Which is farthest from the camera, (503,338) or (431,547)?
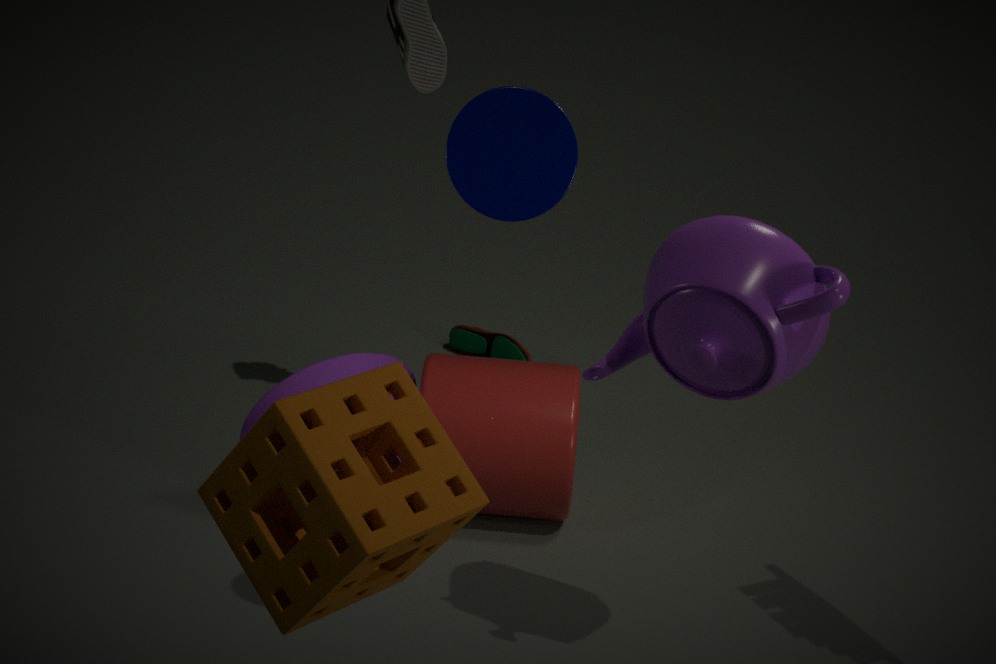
(503,338)
